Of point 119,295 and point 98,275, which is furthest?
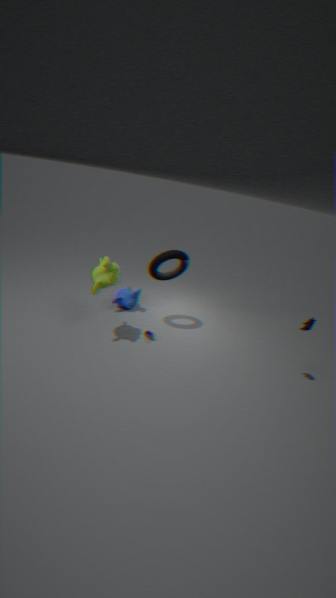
point 119,295
